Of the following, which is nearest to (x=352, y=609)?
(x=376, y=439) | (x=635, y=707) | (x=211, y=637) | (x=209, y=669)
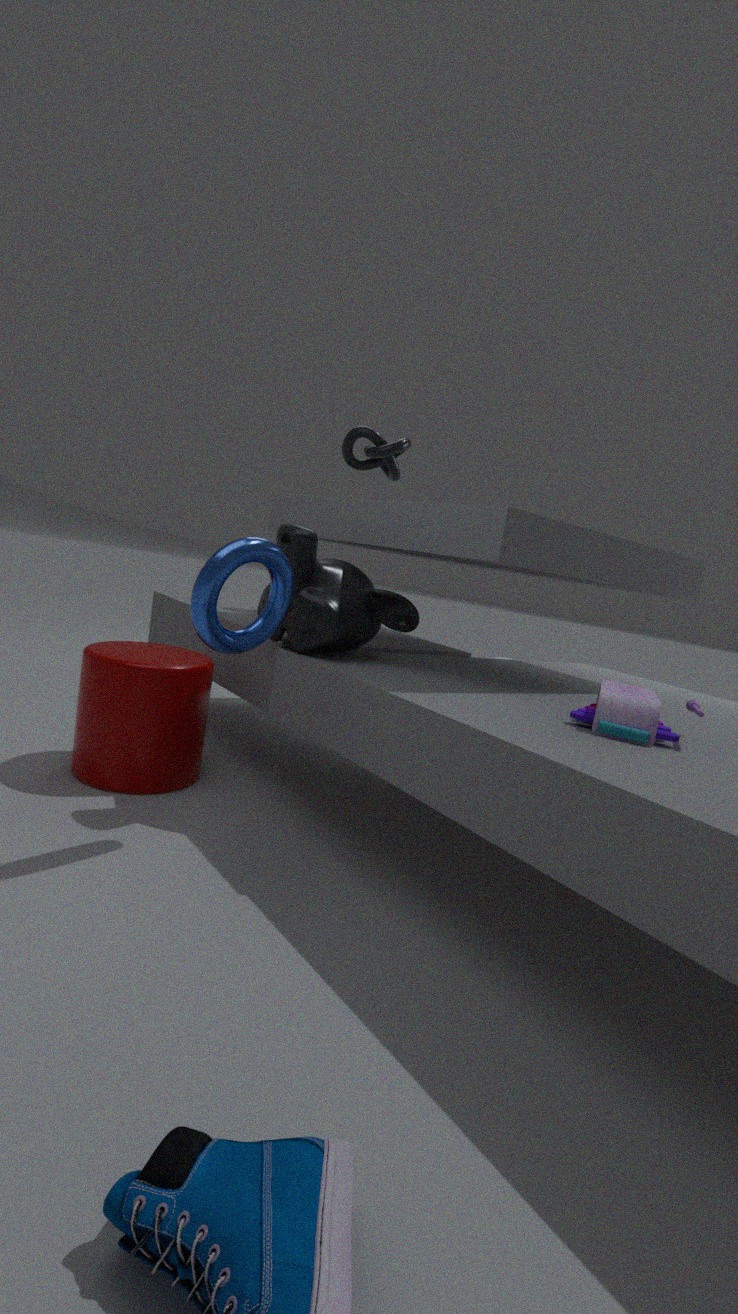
(x=211, y=637)
